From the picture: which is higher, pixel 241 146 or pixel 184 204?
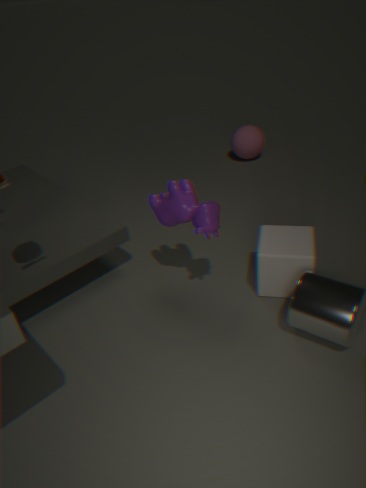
pixel 184 204
